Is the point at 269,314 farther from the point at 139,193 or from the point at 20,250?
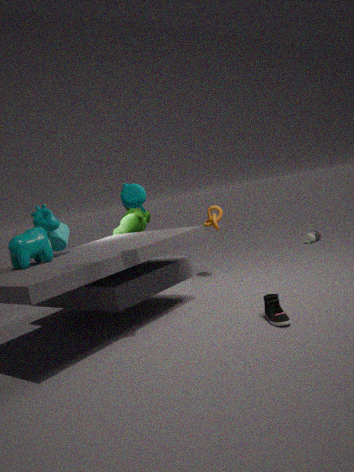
the point at 20,250
